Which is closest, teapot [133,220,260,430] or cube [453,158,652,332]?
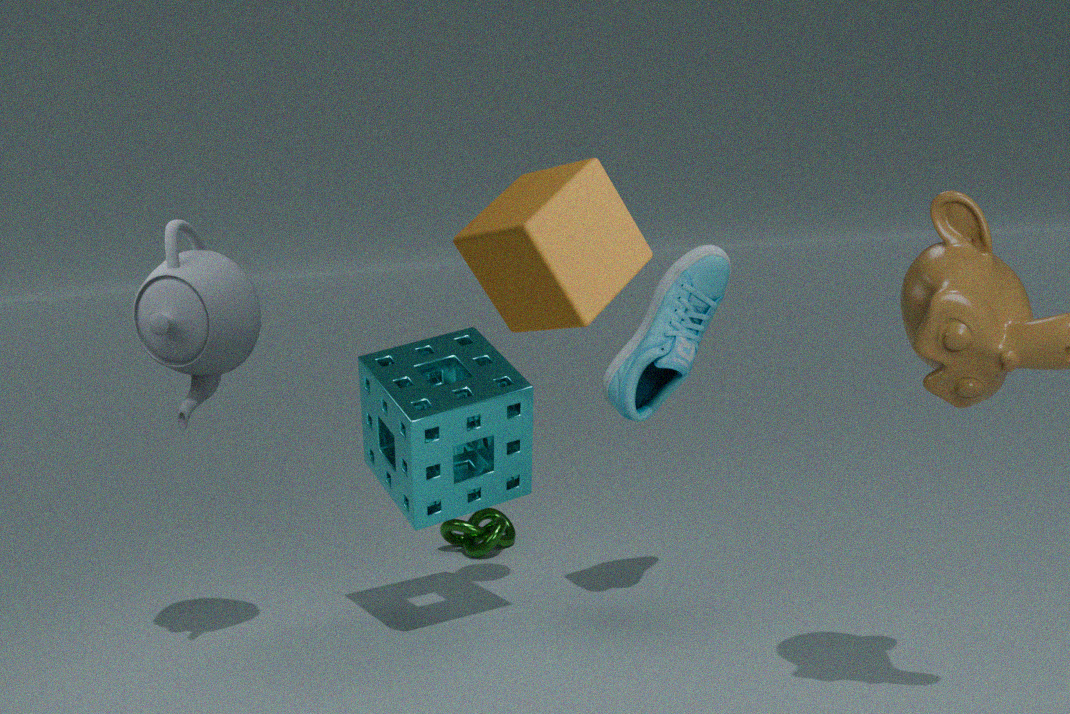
cube [453,158,652,332]
